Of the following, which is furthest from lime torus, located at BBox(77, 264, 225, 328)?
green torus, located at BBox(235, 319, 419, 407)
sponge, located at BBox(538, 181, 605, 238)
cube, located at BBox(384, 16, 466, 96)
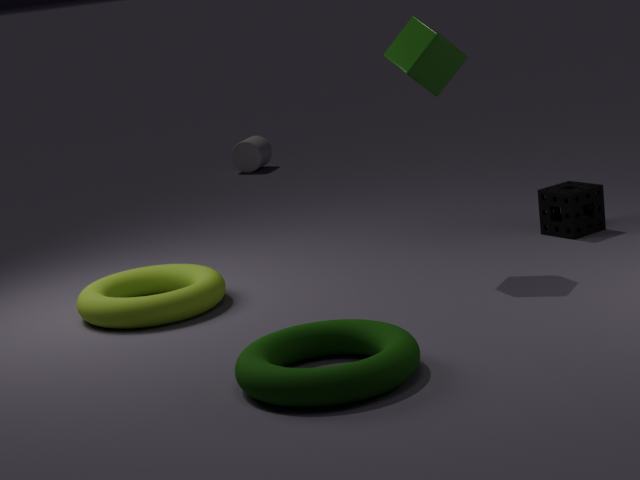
sponge, located at BBox(538, 181, 605, 238)
